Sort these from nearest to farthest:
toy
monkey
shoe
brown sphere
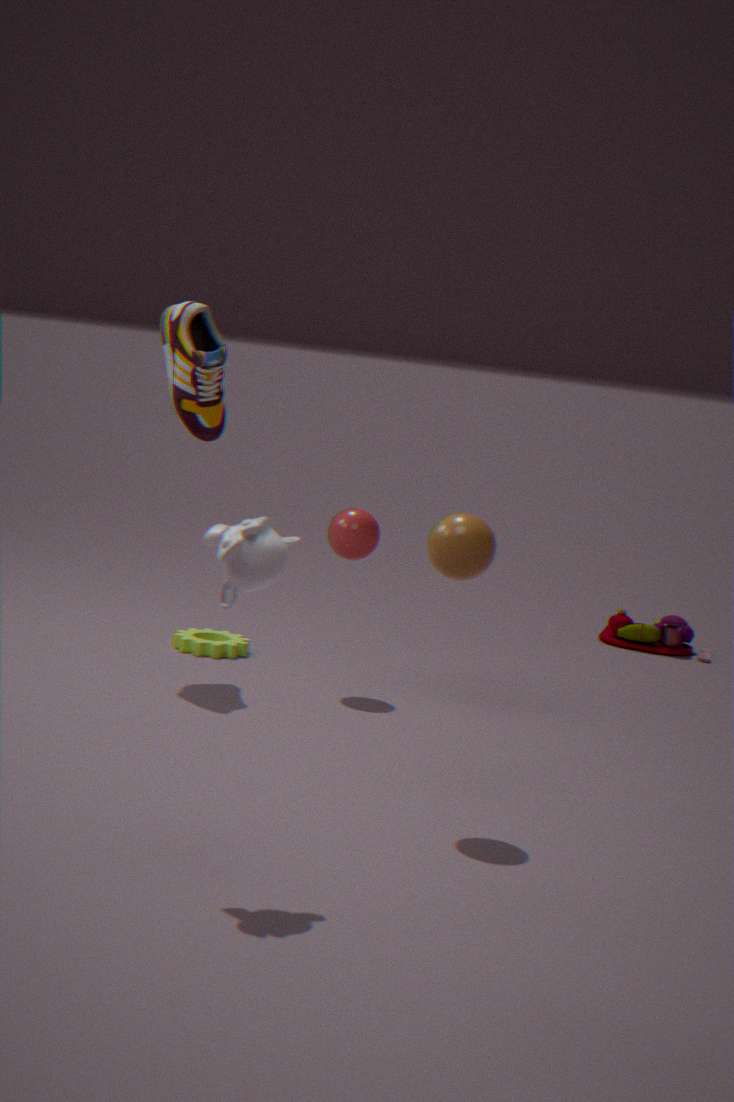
1. monkey
2. brown sphere
3. shoe
4. toy
